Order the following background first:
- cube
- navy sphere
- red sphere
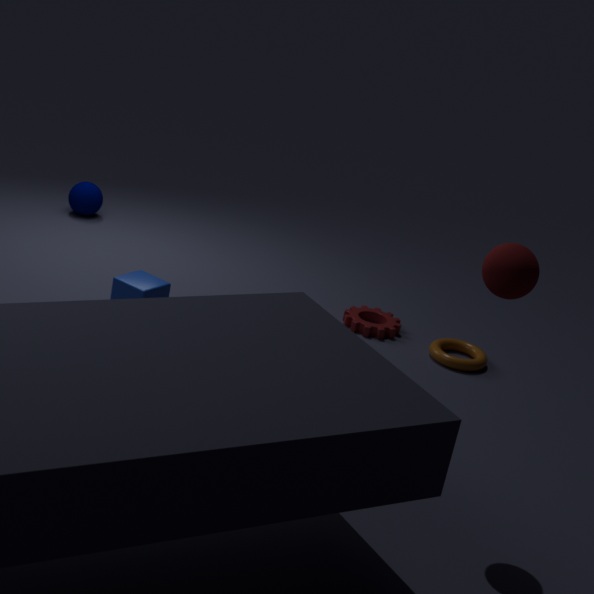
navy sphere
cube
red sphere
